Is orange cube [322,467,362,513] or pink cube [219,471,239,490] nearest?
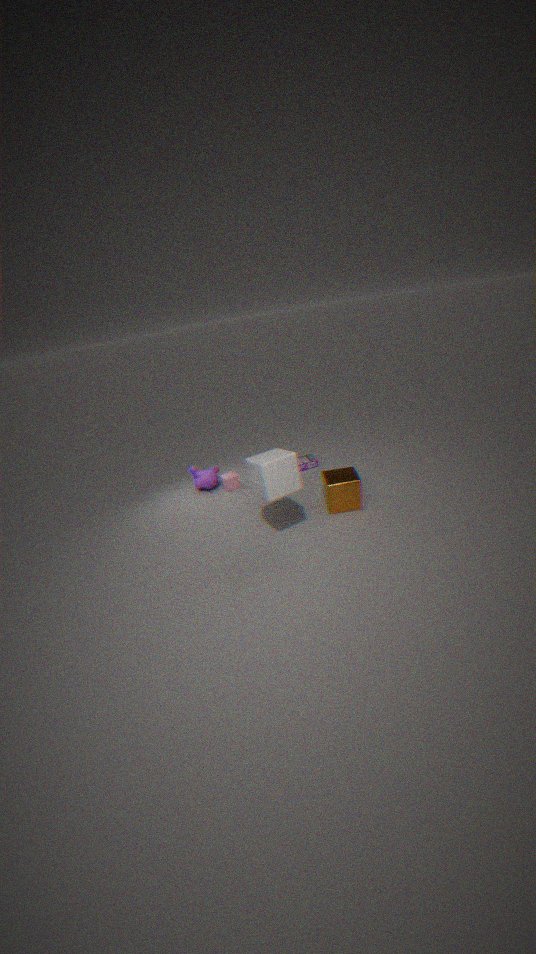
orange cube [322,467,362,513]
